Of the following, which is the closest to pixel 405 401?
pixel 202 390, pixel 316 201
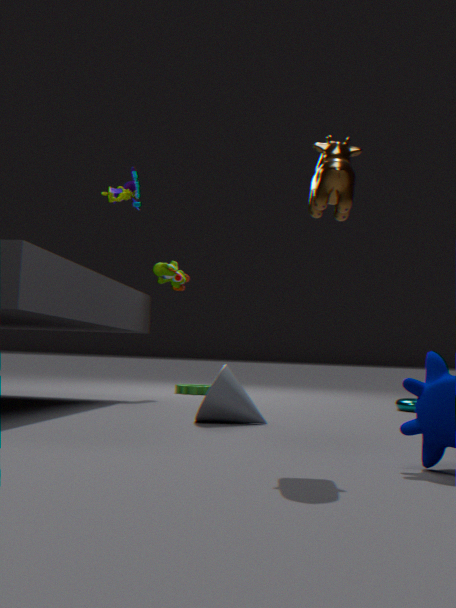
pixel 202 390
